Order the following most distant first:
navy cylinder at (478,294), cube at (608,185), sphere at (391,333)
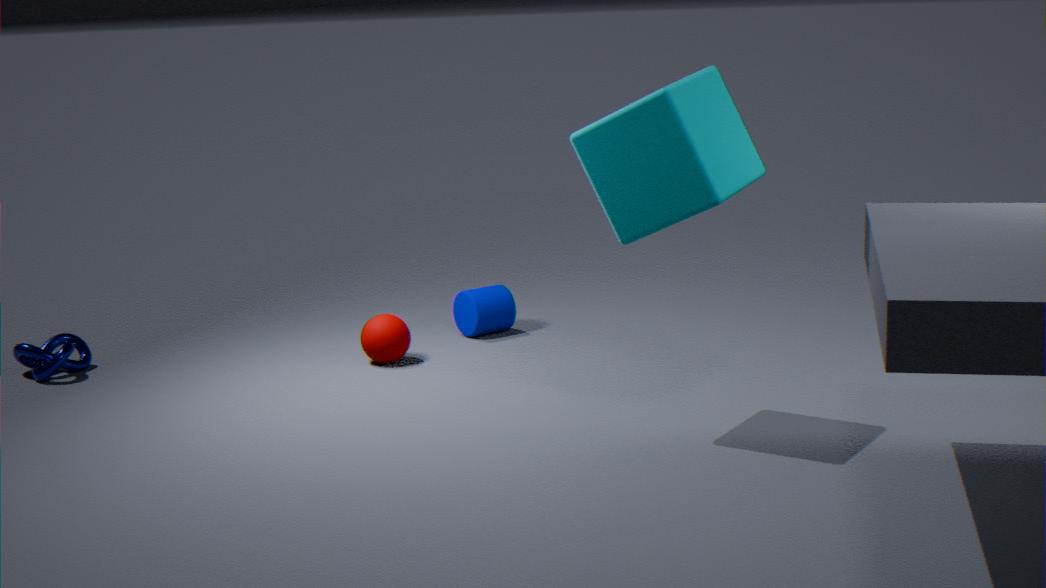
navy cylinder at (478,294) → sphere at (391,333) → cube at (608,185)
